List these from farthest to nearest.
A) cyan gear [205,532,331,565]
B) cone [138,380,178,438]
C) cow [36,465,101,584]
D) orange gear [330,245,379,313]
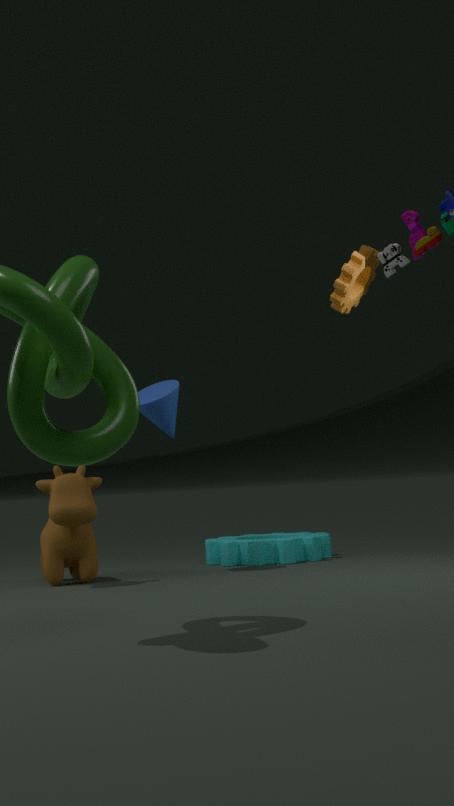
1. cyan gear [205,532,331,565]
2. cone [138,380,178,438]
3. orange gear [330,245,379,313]
4. cow [36,465,101,584]
